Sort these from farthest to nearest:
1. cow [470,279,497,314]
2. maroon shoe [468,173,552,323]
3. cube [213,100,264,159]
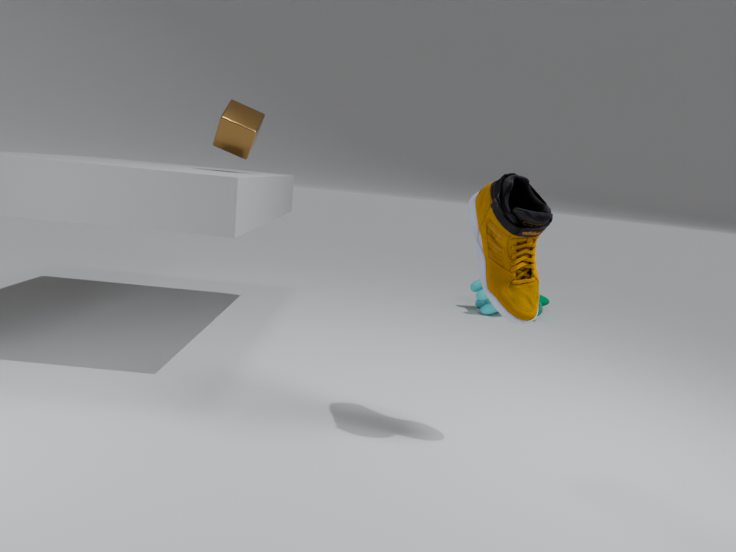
cow [470,279,497,314] → cube [213,100,264,159] → maroon shoe [468,173,552,323]
